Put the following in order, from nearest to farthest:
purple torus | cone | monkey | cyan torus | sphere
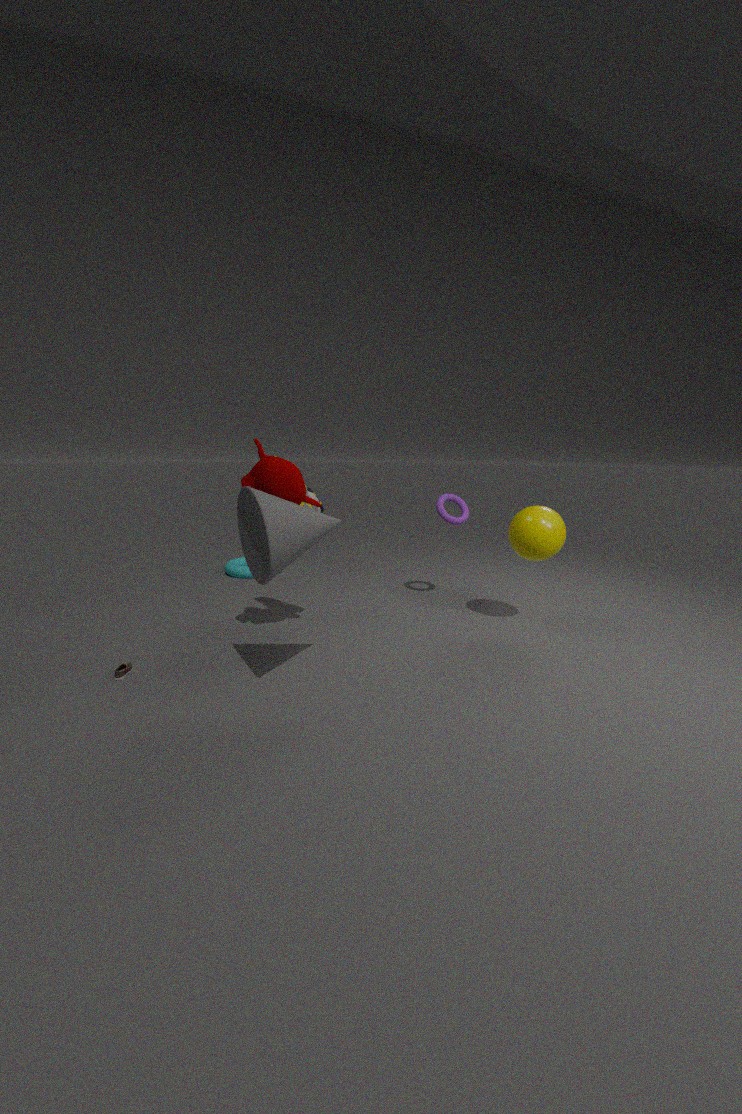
cone, monkey, sphere, purple torus, cyan torus
